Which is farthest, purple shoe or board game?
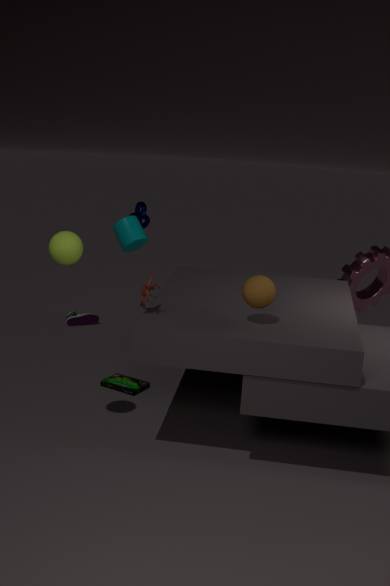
purple shoe
